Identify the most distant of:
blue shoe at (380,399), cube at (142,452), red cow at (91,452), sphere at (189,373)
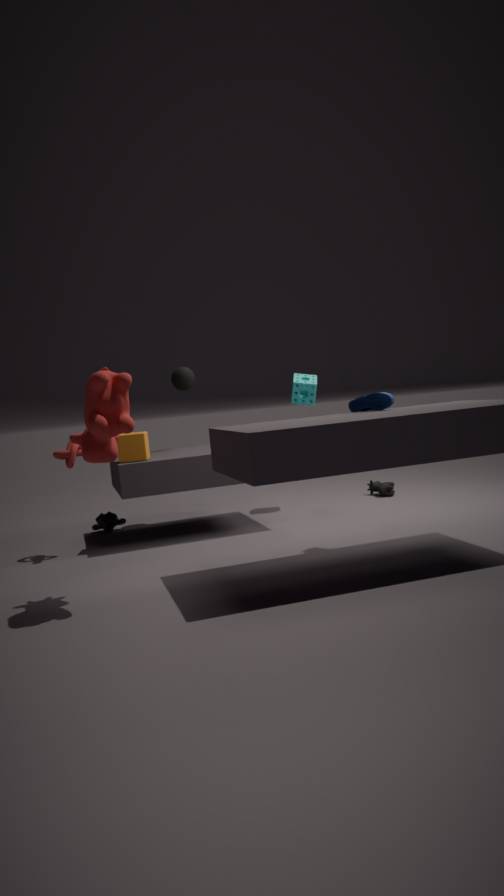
sphere at (189,373)
